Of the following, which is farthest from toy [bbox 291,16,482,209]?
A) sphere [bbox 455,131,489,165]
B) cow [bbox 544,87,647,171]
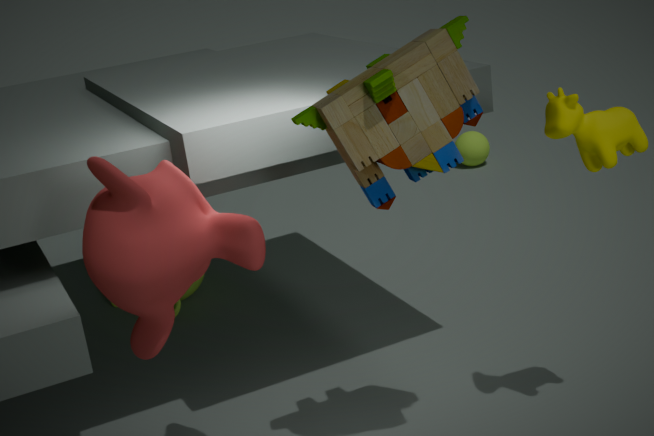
sphere [bbox 455,131,489,165]
